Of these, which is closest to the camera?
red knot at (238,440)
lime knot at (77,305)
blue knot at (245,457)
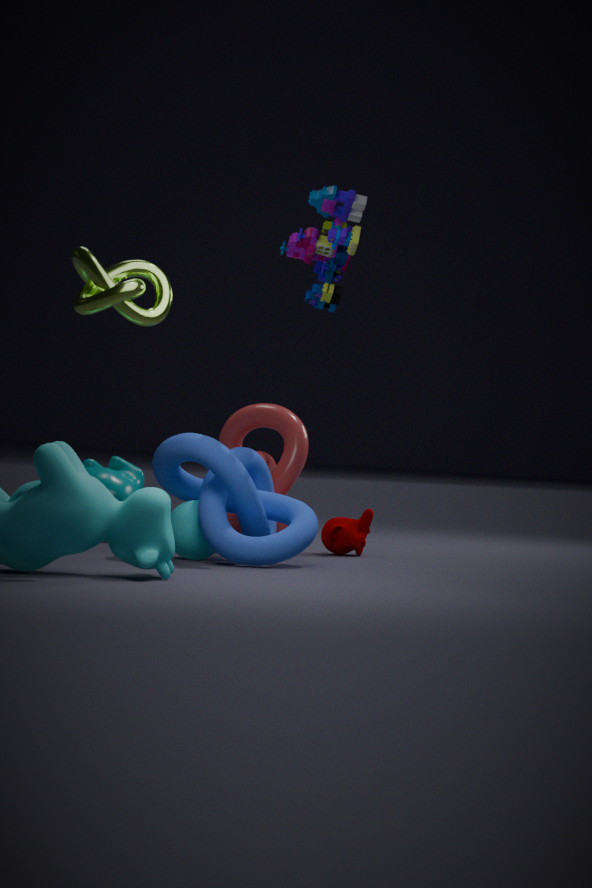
lime knot at (77,305)
